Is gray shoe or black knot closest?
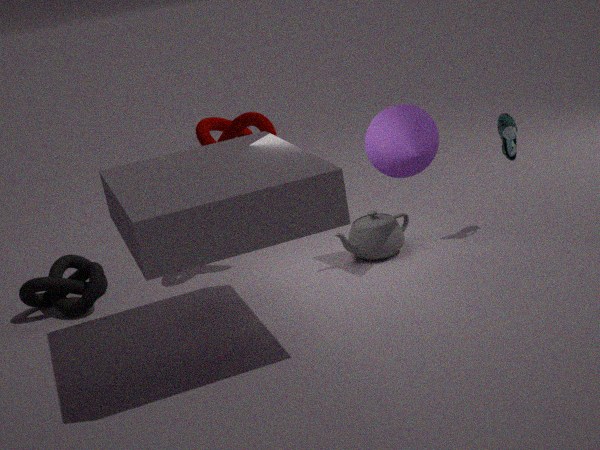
gray shoe
